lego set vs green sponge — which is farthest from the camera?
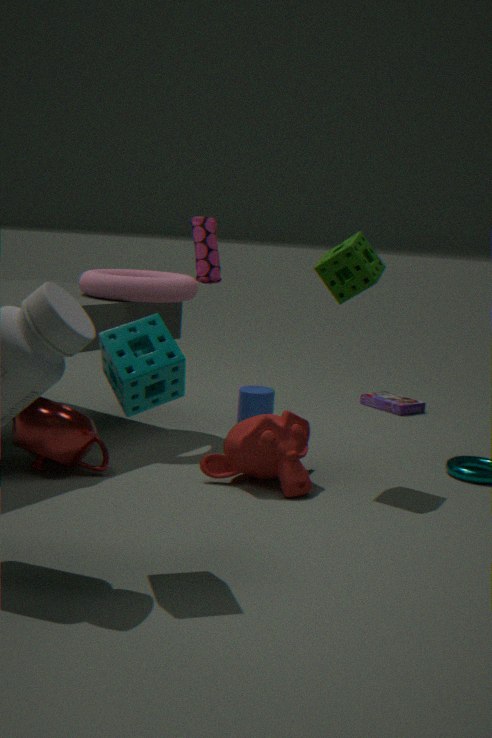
lego set
